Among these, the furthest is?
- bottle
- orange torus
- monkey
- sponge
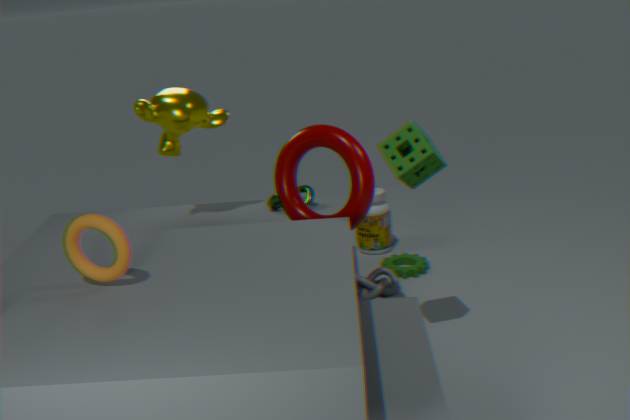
bottle
